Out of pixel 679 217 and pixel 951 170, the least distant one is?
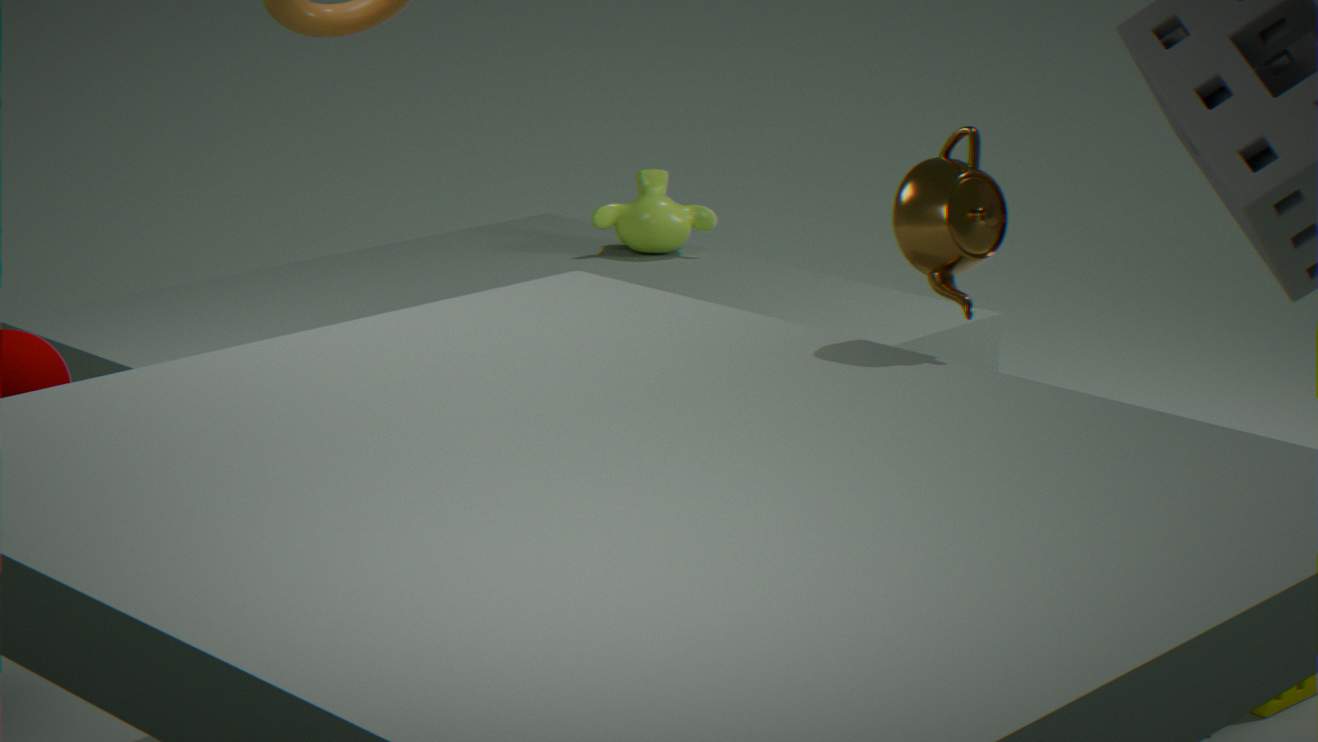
pixel 951 170
